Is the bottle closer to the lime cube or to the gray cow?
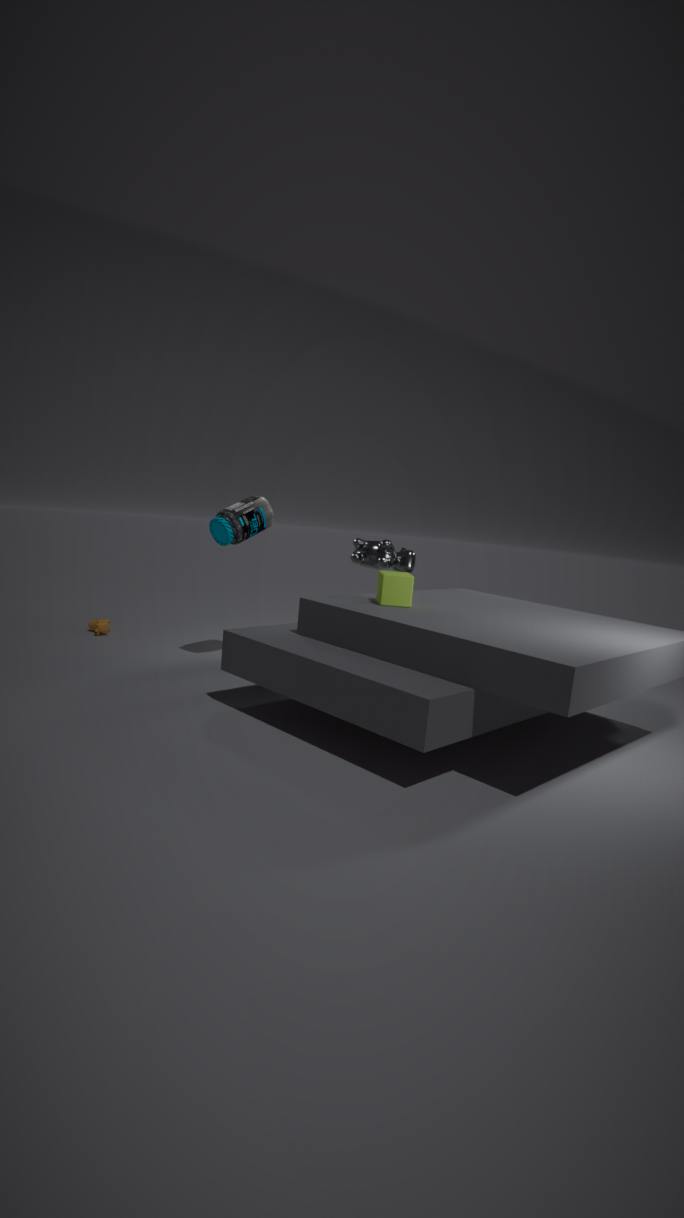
the gray cow
